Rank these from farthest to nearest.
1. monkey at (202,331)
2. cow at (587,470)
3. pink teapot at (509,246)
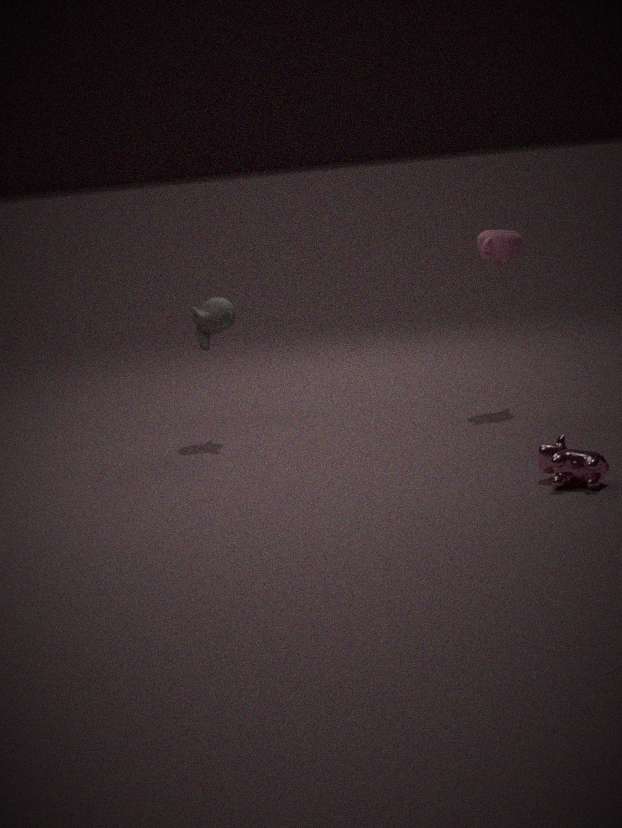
pink teapot at (509,246), monkey at (202,331), cow at (587,470)
